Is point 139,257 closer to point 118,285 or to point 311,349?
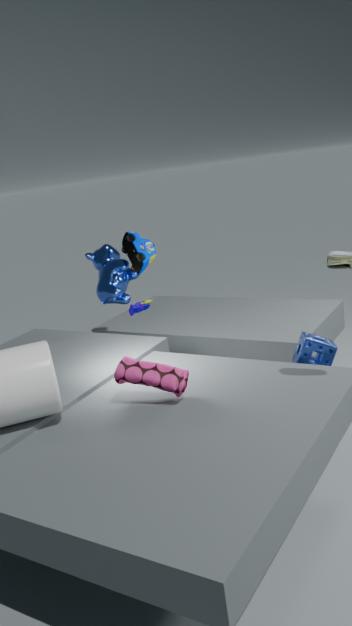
point 118,285
